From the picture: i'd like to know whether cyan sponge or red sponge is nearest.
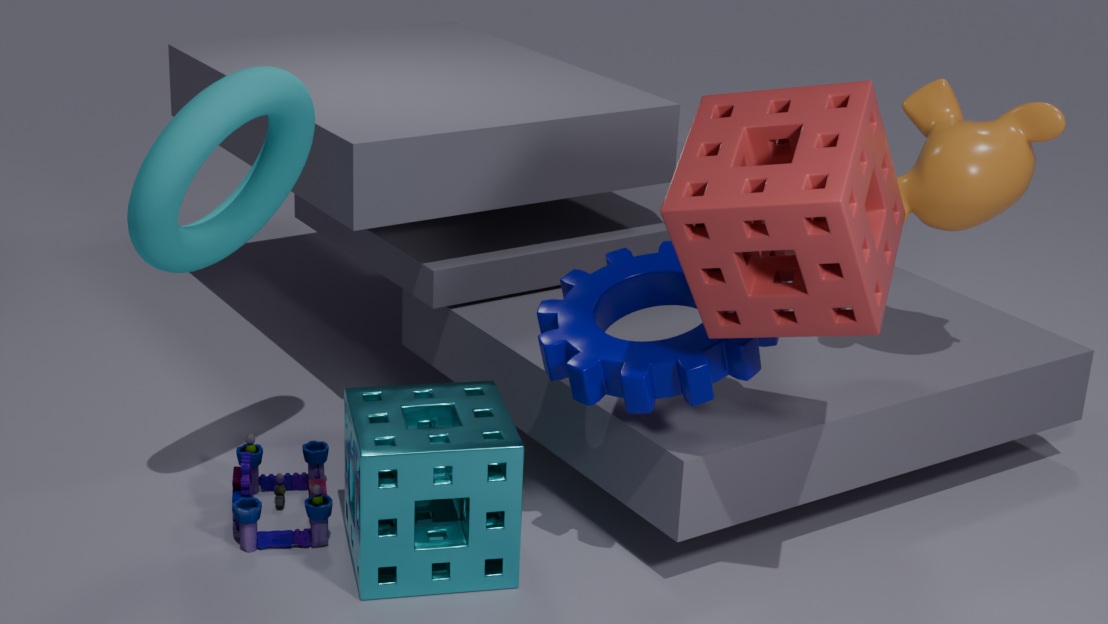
red sponge
